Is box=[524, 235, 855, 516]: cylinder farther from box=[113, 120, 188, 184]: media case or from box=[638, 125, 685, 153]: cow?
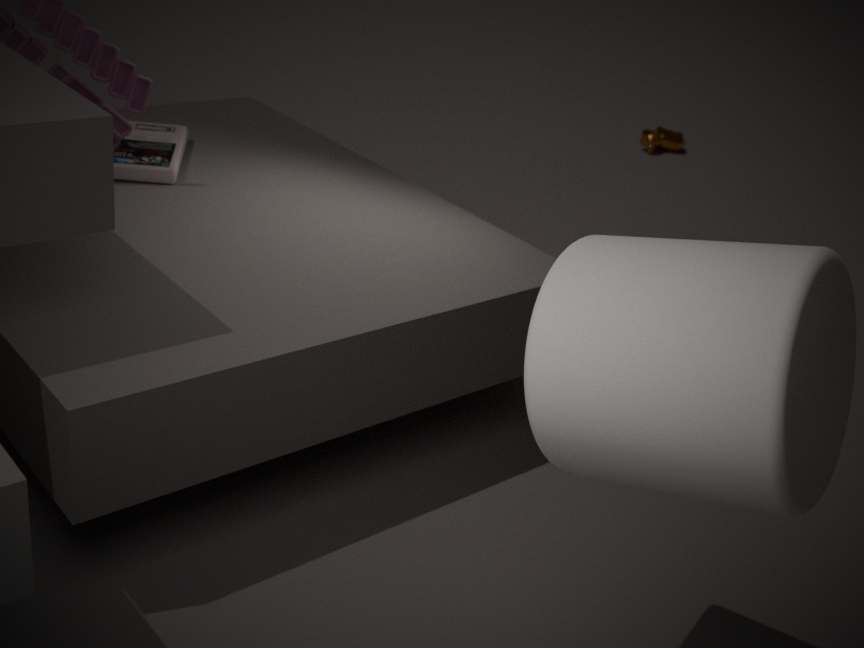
box=[638, 125, 685, 153]: cow
